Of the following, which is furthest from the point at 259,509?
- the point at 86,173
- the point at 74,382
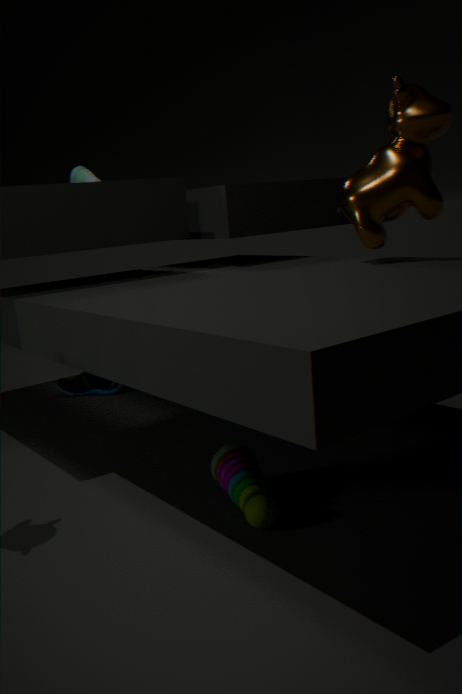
the point at 86,173
